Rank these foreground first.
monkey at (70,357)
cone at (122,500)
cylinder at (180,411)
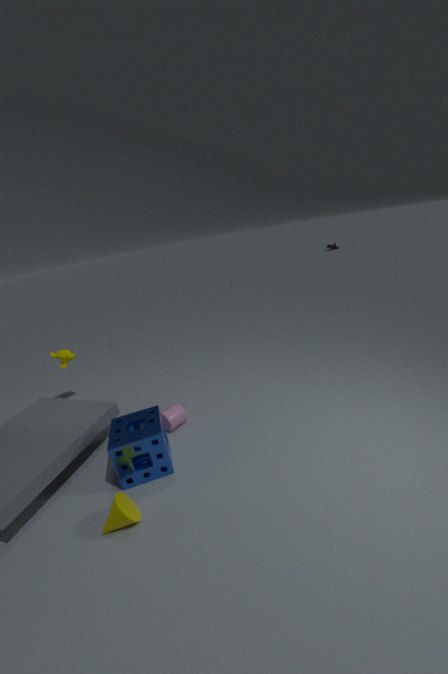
cone at (122,500), cylinder at (180,411), monkey at (70,357)
